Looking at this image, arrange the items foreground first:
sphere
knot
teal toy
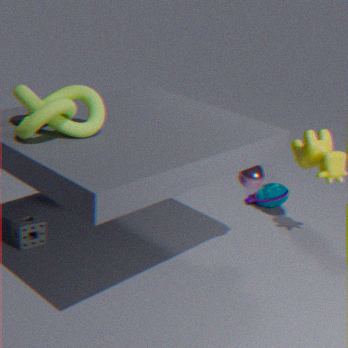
knot
sphere
teal toy
